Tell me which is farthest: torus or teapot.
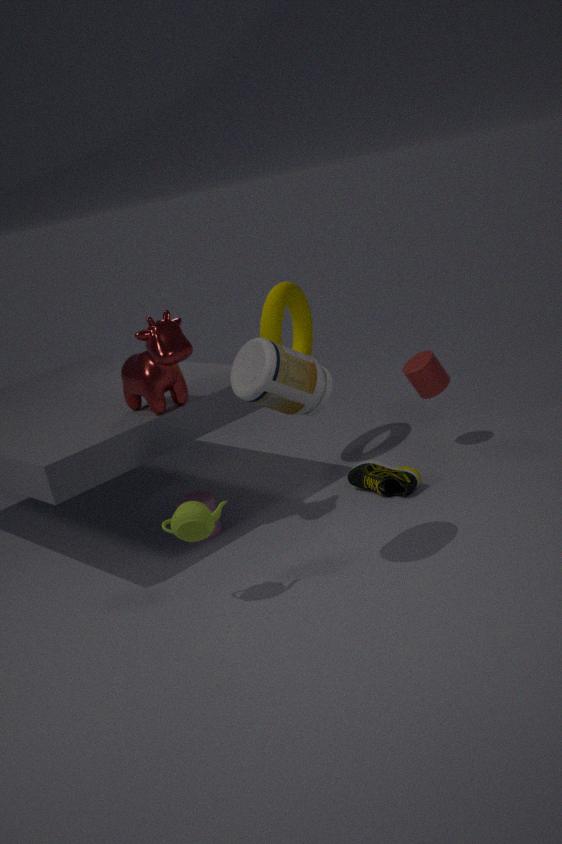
torus
